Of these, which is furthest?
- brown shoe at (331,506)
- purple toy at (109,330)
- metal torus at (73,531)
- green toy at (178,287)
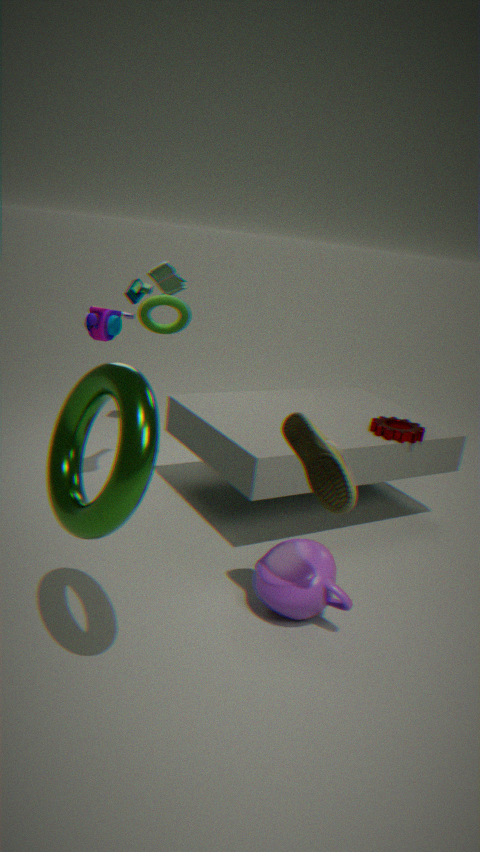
green toy at (178,287)
